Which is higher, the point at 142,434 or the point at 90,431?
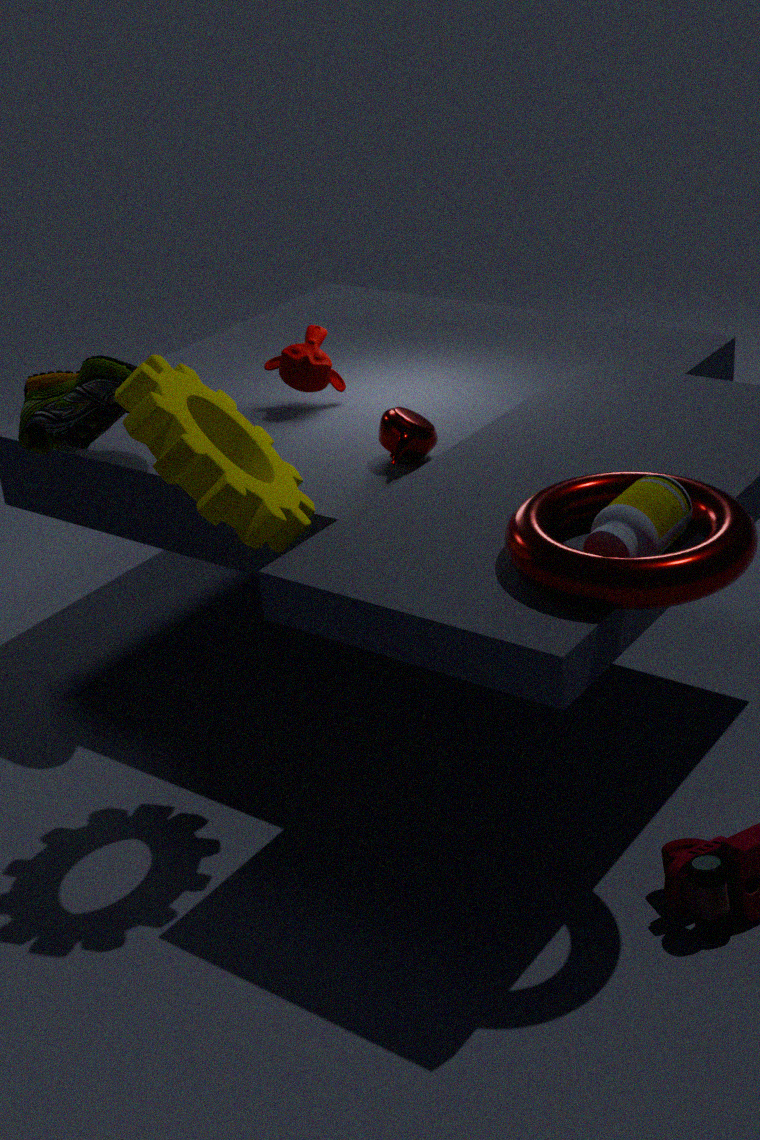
the point at 142,434
